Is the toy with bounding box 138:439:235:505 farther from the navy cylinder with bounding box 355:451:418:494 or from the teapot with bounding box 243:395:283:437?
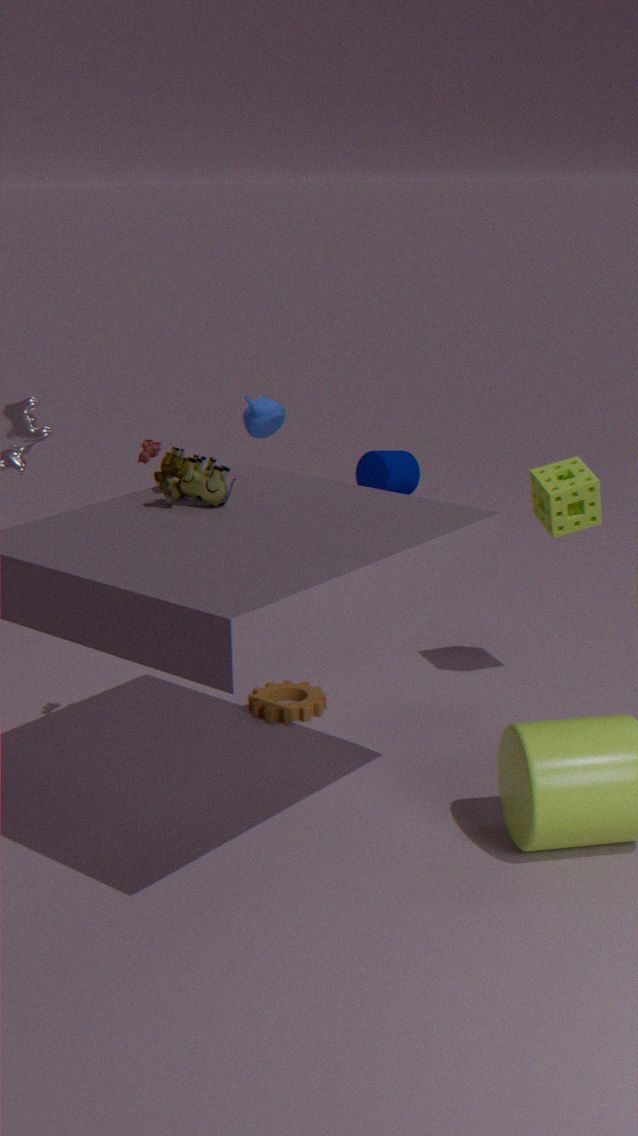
the navy cylinder with bounding box 355:451:418:494
